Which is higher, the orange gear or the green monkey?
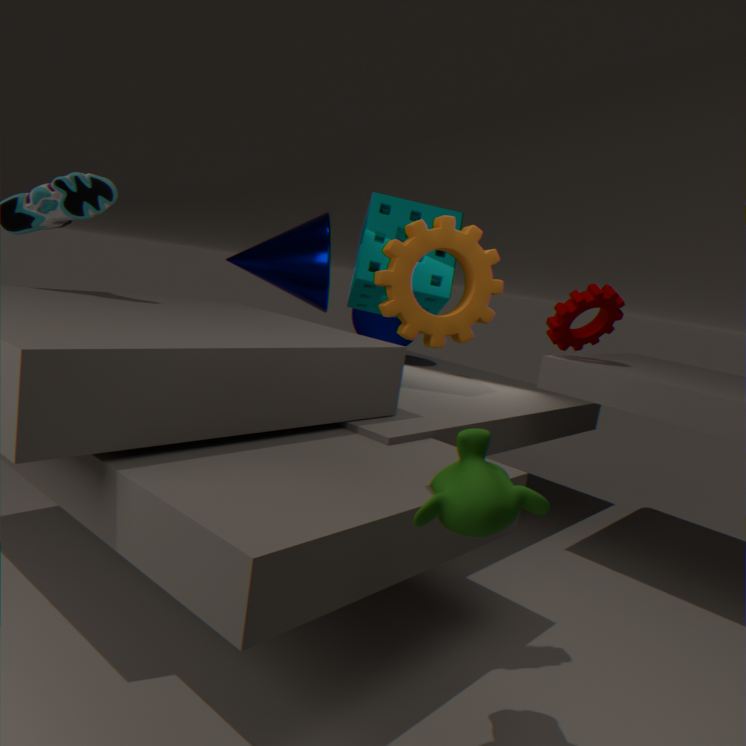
the orange gear
